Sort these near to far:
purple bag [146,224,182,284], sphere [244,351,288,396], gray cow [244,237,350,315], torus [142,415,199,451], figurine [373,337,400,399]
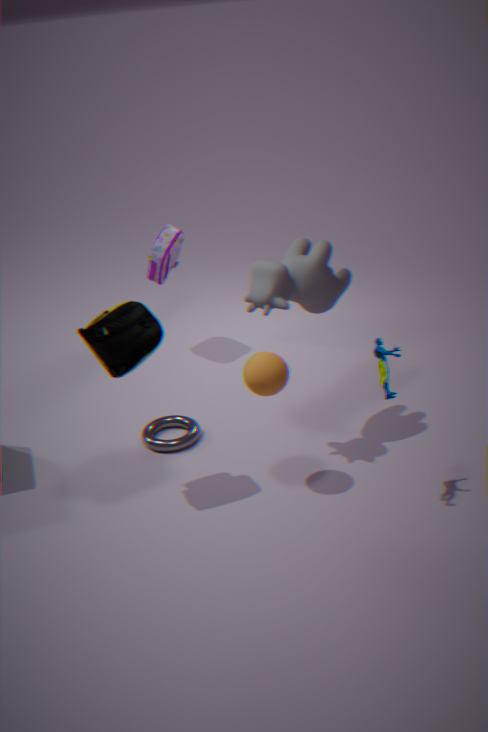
figurine [373,337,400,399] < sphere [244,351,288,396] < gray cow [244,237,350,315] < torus [142,415,199,451] < purple bag [146,224,182,284]
